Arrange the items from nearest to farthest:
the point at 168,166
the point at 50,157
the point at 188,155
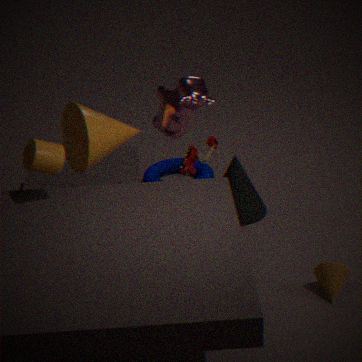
1. the point at 50,157
2. the point at 188,155
3. the point at 168,166
